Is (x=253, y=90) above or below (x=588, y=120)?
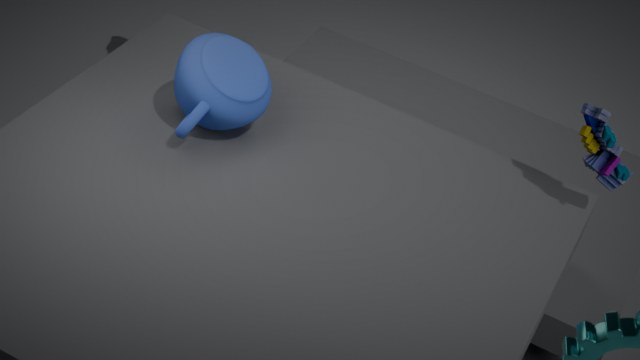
below
